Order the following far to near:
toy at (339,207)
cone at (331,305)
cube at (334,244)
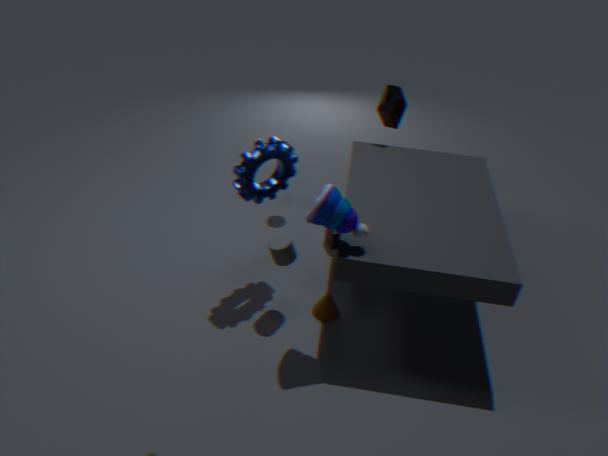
cube at (334,244), cone at (331,305), toy at (339,207)
